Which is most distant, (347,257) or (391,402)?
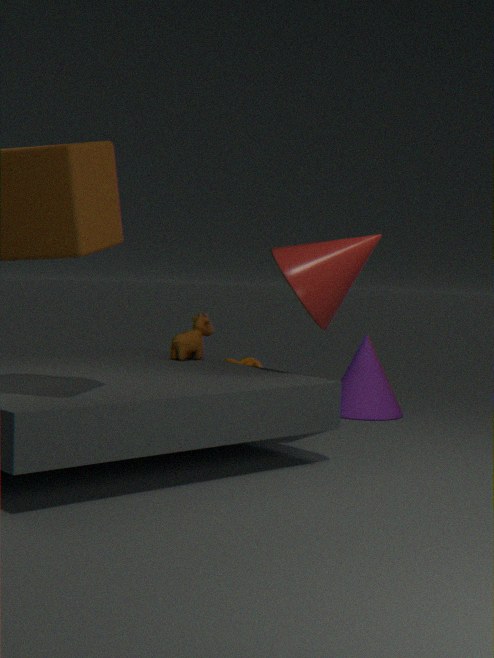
(391,402)
